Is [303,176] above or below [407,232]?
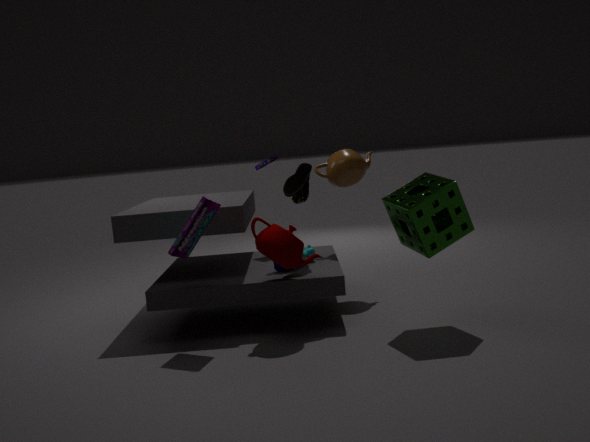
above
